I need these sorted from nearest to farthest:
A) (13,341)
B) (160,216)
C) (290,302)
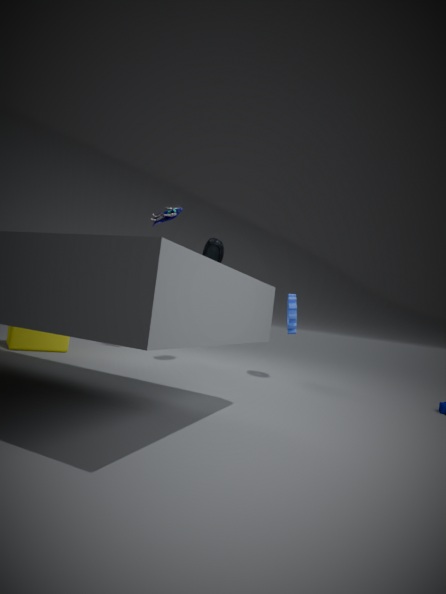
(13,341), (290,302), (160,216)
